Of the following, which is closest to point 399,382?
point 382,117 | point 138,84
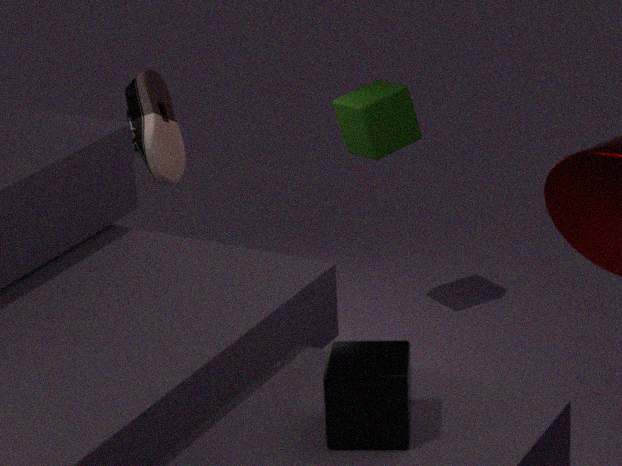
point 382,117
